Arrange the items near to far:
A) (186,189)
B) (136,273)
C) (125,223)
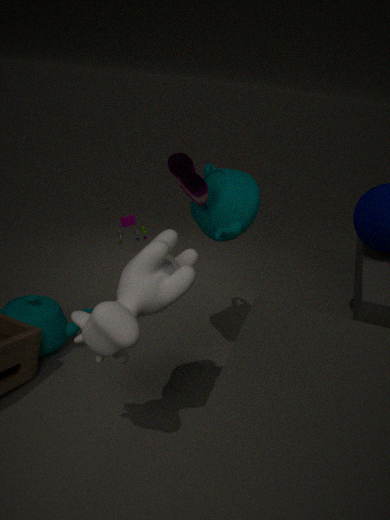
(136,273), (186,189), (125,223)
